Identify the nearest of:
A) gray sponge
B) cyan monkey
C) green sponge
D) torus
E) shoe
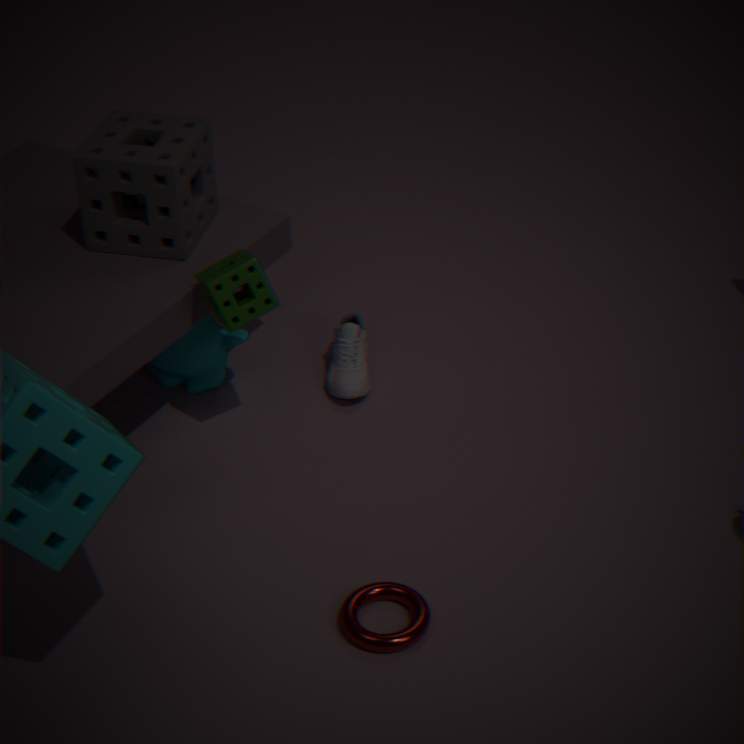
torus
